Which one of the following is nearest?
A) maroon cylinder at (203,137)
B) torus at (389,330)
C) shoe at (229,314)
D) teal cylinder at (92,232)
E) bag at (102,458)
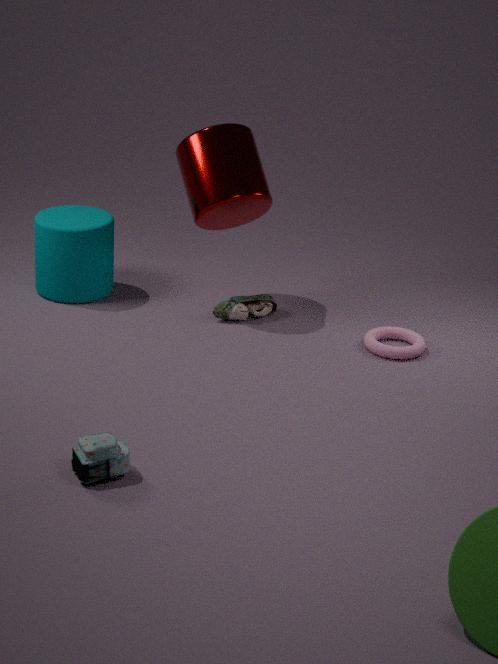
bag at (102,458)
